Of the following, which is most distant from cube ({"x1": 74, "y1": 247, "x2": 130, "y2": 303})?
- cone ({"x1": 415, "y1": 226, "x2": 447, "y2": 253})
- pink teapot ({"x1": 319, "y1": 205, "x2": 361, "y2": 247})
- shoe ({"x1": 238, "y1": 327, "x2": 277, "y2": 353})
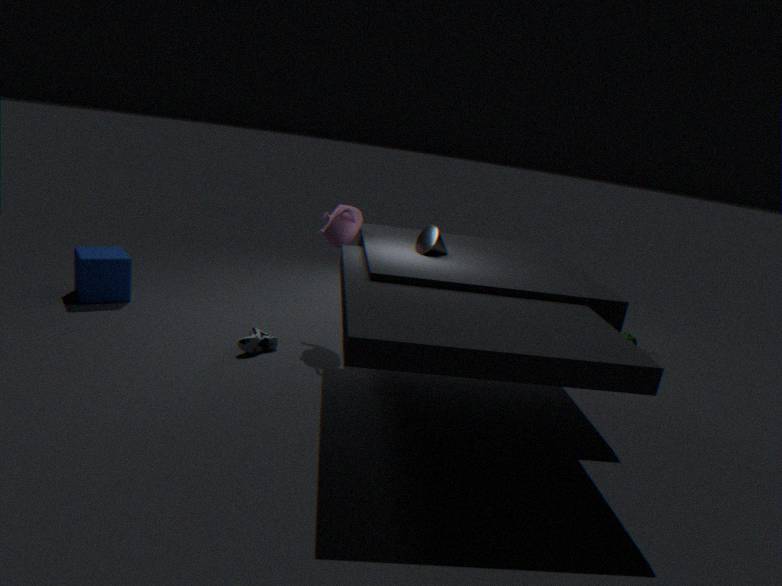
cone ({"x1": 415, "y1": 226, "x2": 447, "y2": 253})
